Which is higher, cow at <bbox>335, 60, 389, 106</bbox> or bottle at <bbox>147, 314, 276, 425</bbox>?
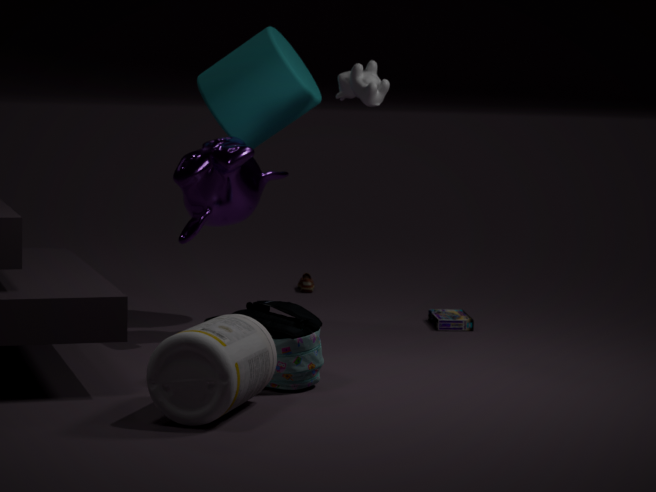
cow at <bbox>335, 60, 389, 106</bbox>
